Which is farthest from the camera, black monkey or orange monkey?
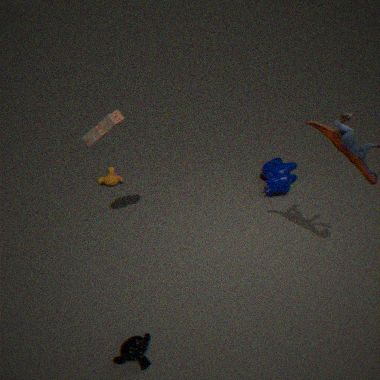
orange monkey
